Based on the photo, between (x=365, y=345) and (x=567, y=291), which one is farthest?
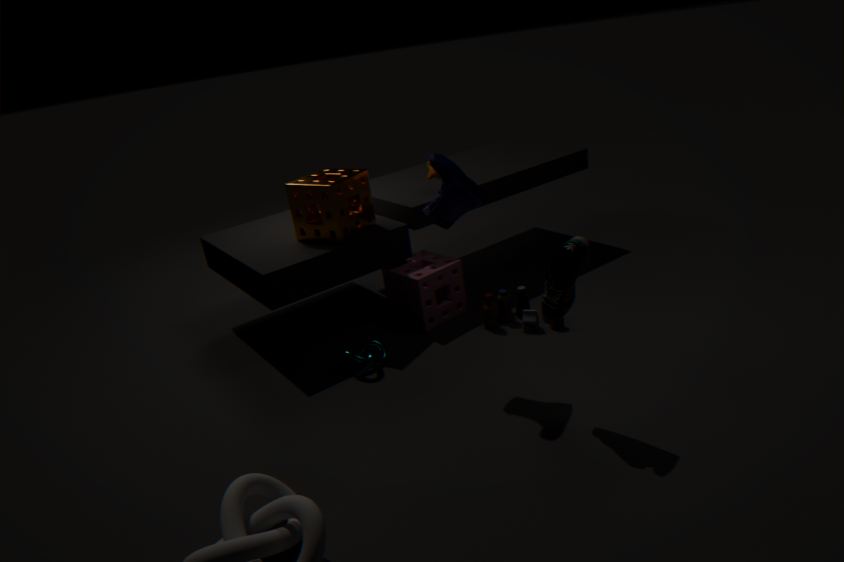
(x=365, y=345)
